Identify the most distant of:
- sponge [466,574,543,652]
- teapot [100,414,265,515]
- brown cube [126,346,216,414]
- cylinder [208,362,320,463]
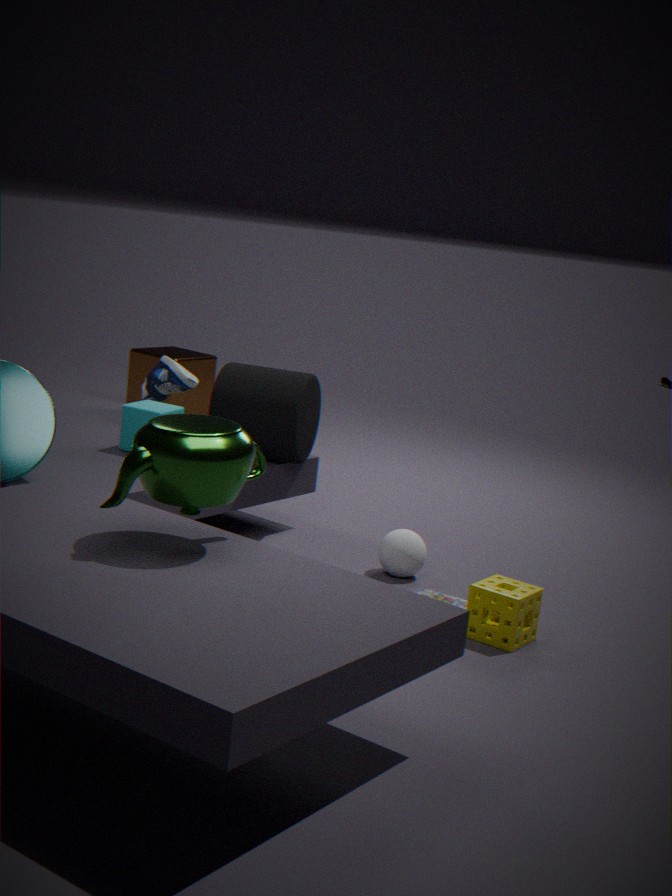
brown cube [126,346,216,414]
